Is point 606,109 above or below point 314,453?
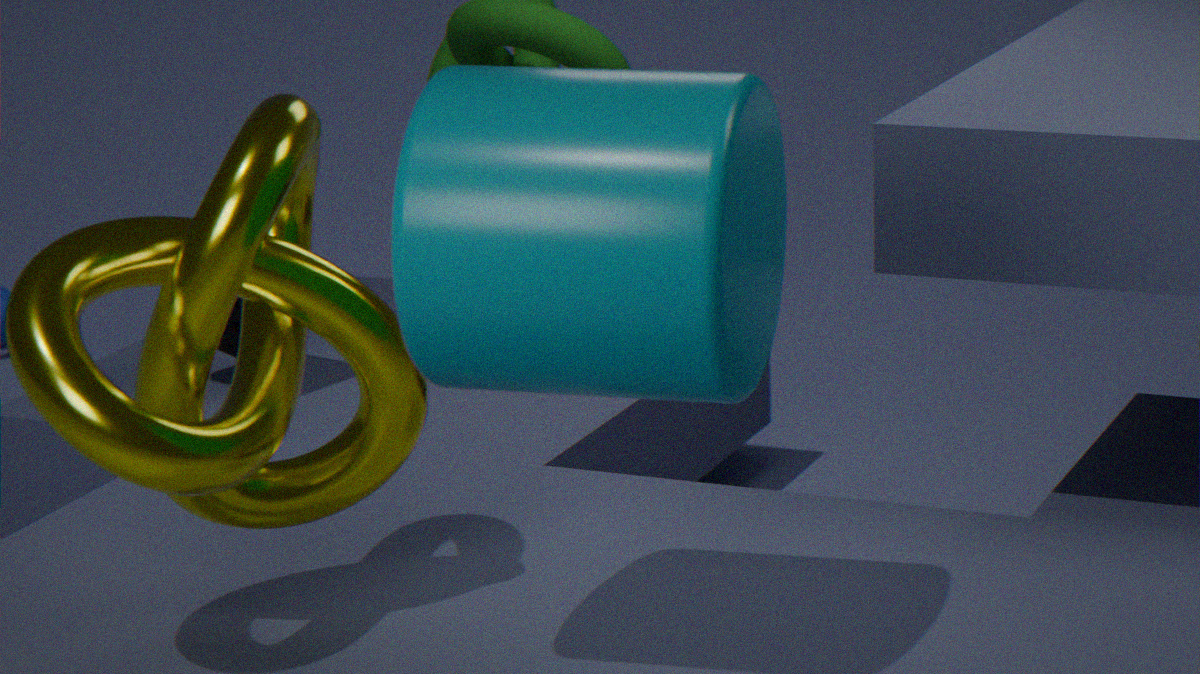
above
